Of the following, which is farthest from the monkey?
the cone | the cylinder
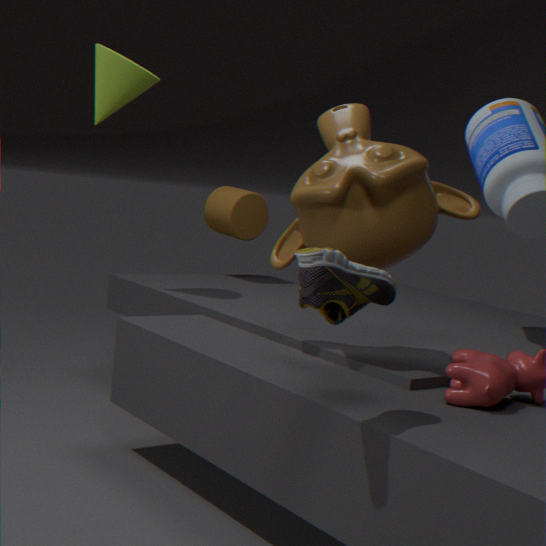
the cylinder
